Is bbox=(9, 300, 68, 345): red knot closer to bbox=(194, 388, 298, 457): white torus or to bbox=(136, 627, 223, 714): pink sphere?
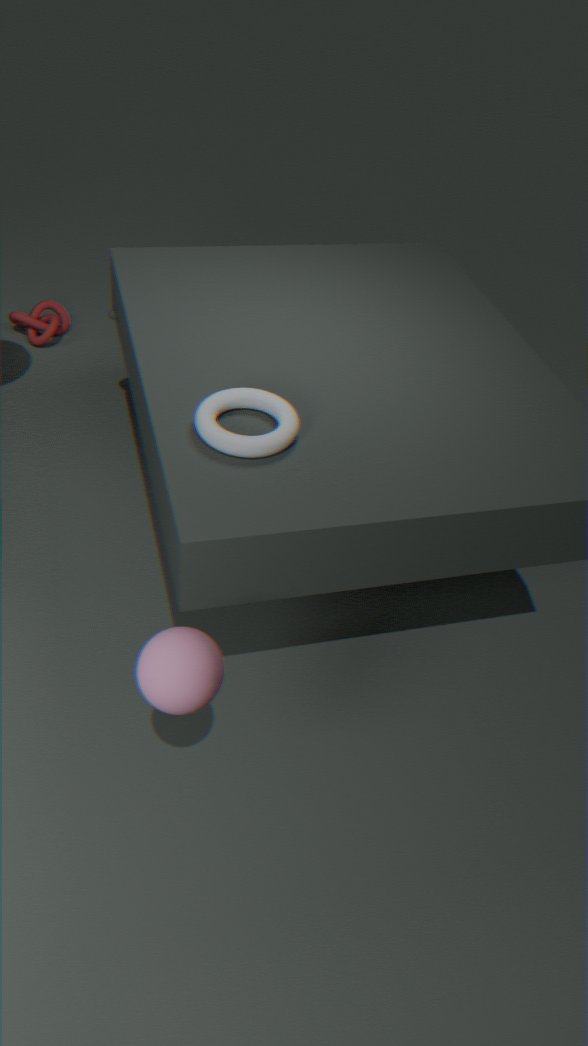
bbox=(194, 388, 298, 457): white torus
